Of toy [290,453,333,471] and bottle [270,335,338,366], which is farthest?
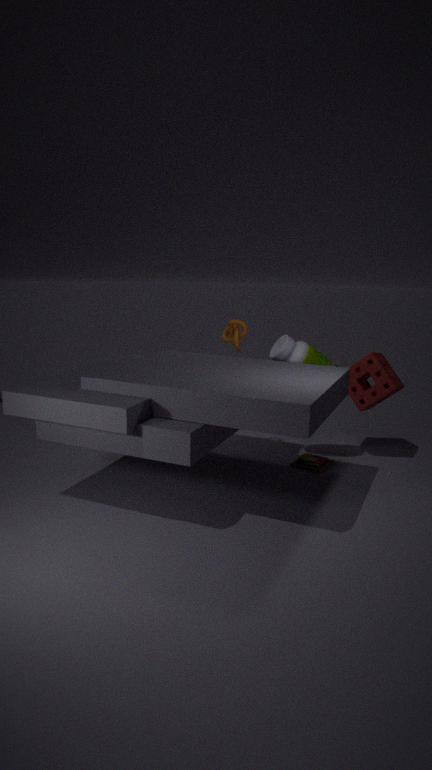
toy [290,453,333,471]
